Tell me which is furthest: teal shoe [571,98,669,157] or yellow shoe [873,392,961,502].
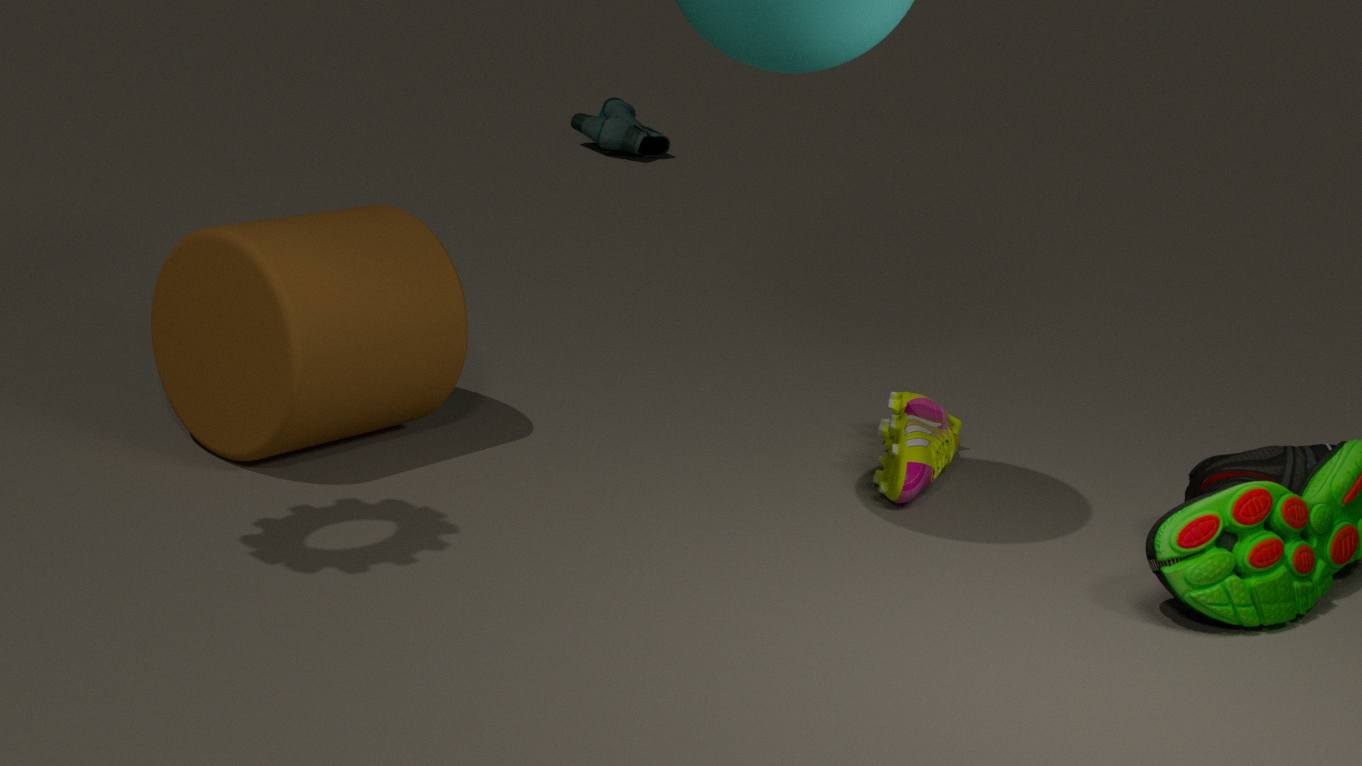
teal shoe [571,98,669,157]
